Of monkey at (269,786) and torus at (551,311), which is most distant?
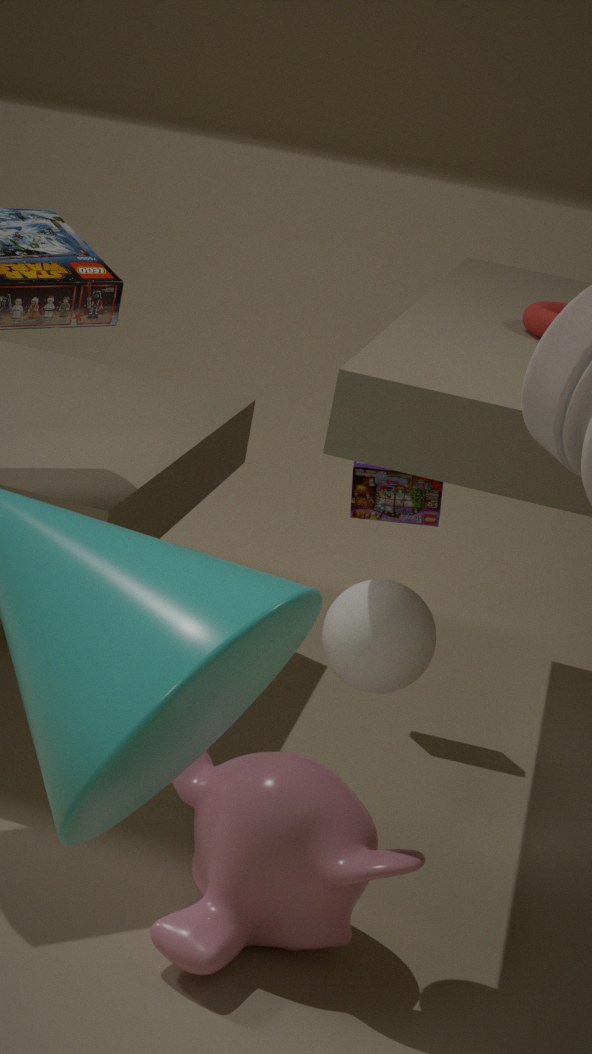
torus at (551,311)
